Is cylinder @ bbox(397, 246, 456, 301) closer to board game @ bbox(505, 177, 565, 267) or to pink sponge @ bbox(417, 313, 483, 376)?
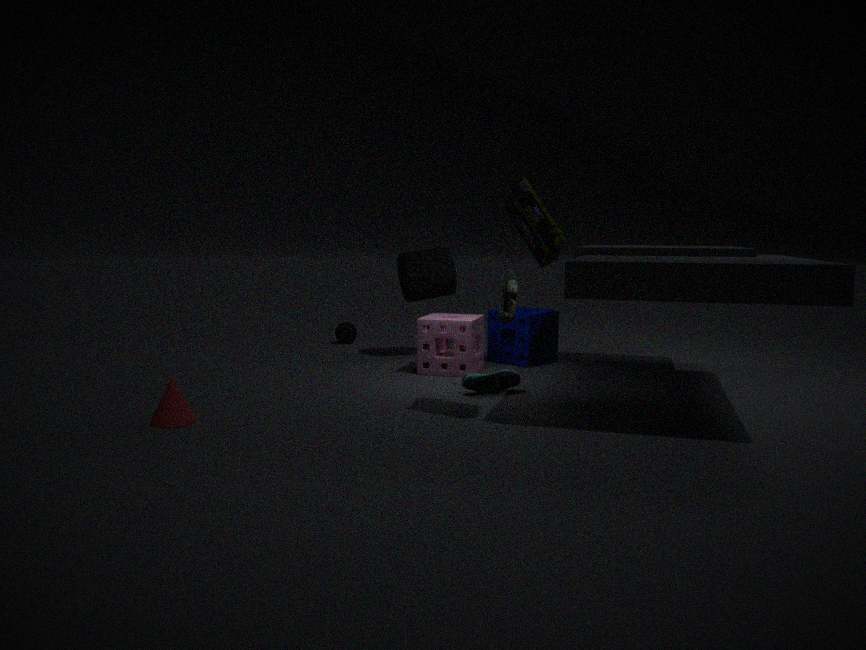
pink sponge @ bbox(417, 313, 483, 376)
